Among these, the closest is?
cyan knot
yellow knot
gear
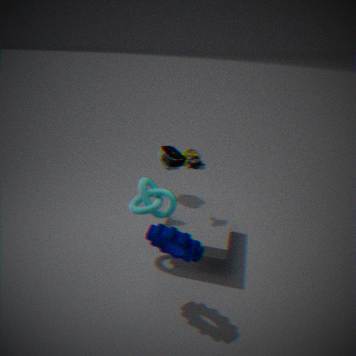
gear
